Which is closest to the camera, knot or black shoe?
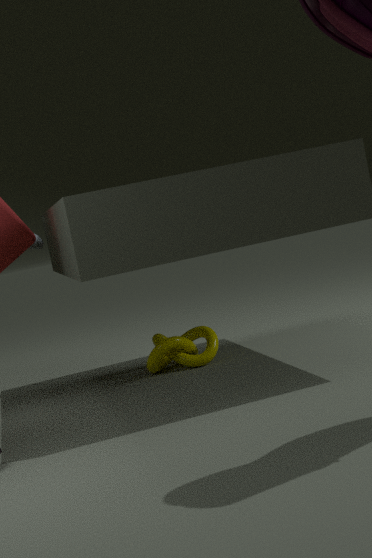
knot
